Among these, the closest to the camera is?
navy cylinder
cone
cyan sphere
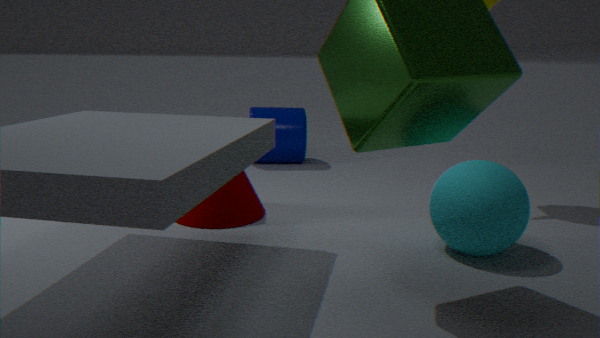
cyan sphere
